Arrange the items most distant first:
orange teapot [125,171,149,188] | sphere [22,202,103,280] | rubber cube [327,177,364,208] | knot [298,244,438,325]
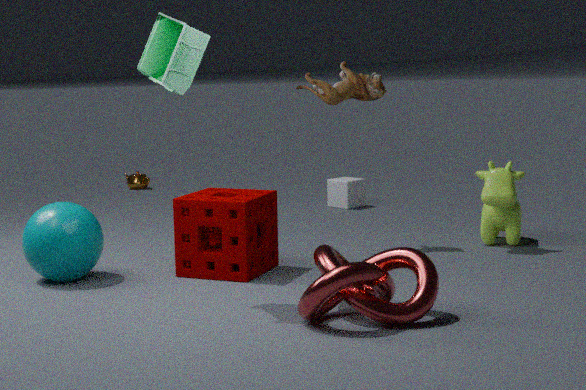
orange teapot [125,171,149,188], rubber cube [327,177,364,208], sphere [22,202,103,280], knot [298,244,438,325]
